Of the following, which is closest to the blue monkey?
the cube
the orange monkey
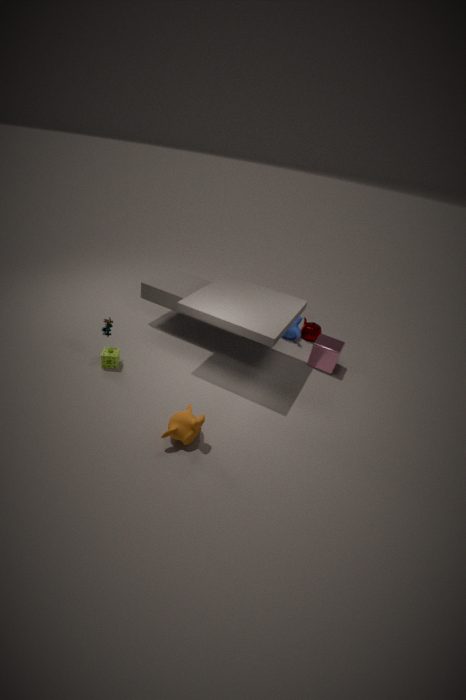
the cube
